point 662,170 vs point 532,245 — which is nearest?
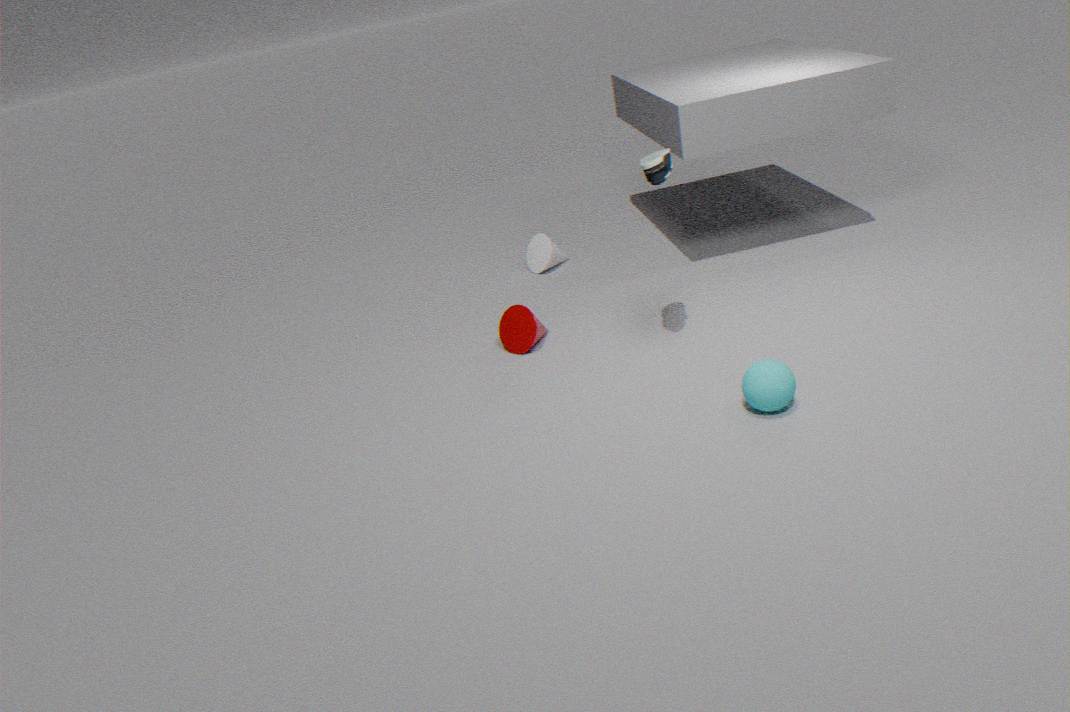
point 662,170
